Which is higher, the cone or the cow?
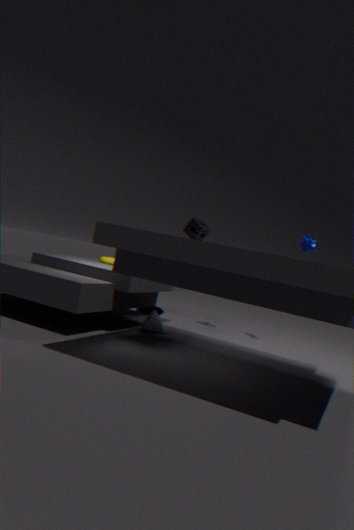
the cow
